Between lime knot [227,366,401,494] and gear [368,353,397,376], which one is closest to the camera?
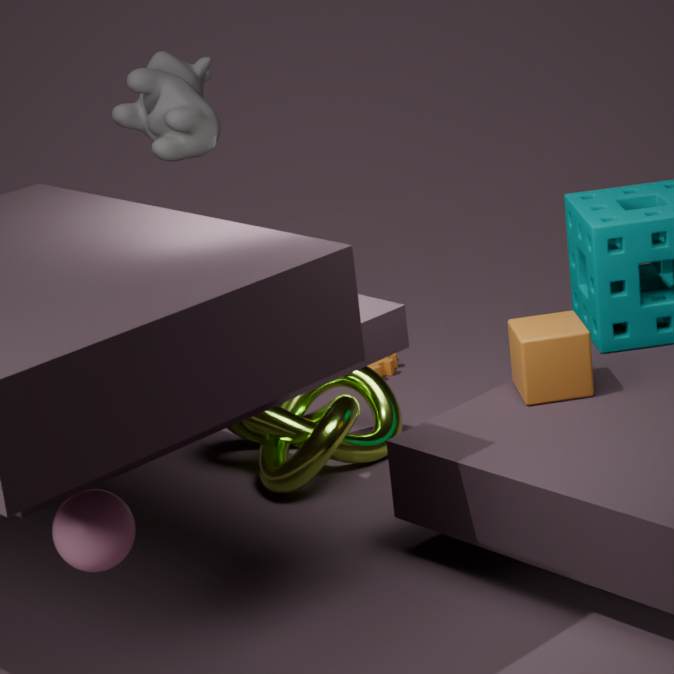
lime knot [227,366,401,494]
